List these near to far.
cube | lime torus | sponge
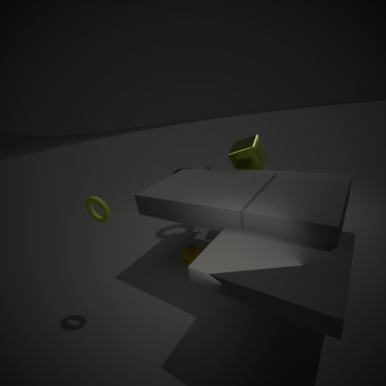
lime torus → sponge → cube
